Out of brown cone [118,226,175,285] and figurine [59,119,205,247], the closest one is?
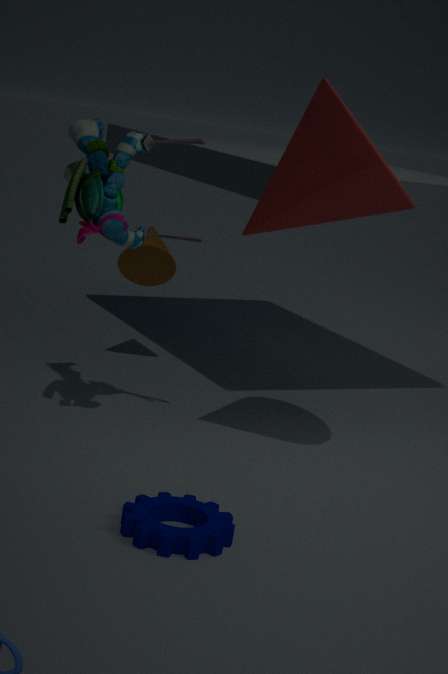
figurine [59,119,205,247]
